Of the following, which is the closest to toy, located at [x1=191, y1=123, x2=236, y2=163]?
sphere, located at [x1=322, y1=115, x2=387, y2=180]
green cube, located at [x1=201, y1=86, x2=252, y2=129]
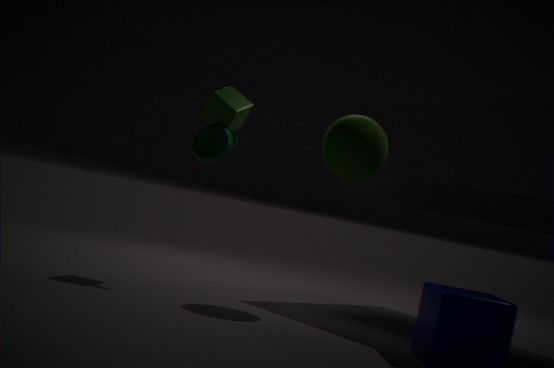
green cube, located at [x1=201, y1=86, x2=252, y2=129]
